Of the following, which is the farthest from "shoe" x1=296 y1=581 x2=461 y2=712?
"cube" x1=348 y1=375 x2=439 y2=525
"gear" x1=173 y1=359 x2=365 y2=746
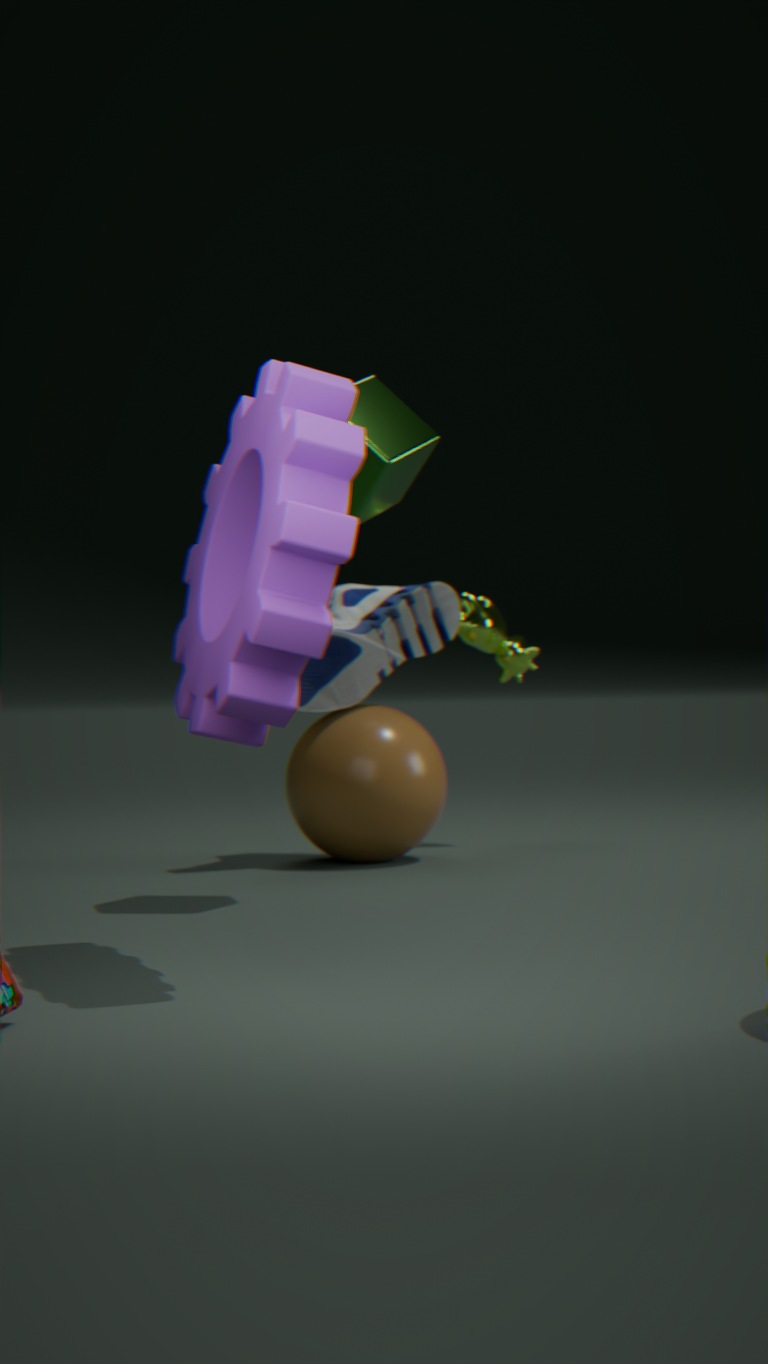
"gear" x1=173 y1=359 x2=365 y2=746
